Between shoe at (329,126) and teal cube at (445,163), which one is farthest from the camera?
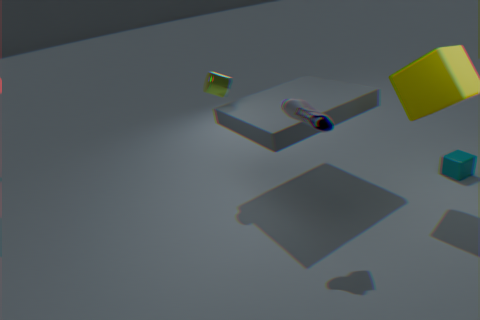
teal cube at (445,163)
